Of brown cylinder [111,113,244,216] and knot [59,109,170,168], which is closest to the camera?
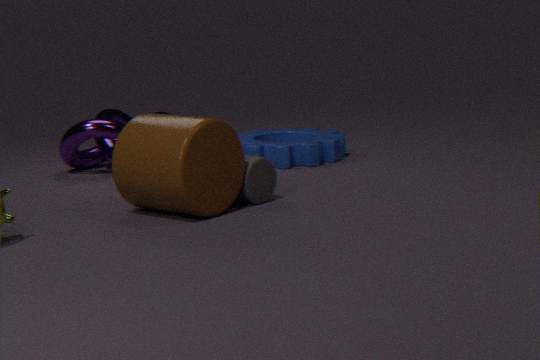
brown cylinder [111,113,244,216]
